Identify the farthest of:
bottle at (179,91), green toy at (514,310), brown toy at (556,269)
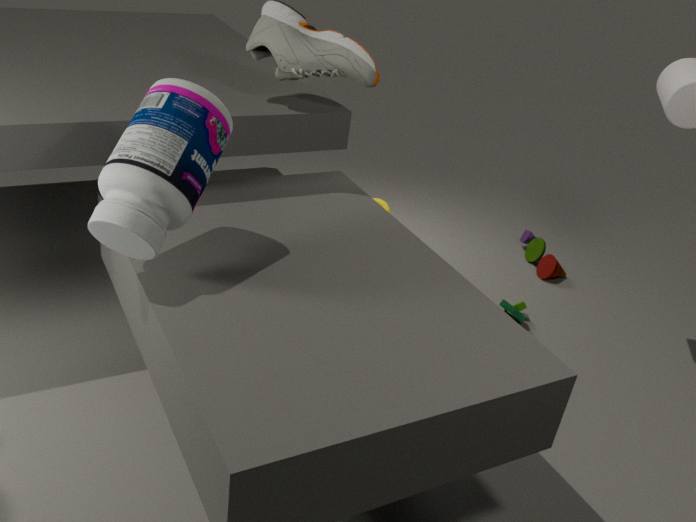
brown toy at (556,269)
